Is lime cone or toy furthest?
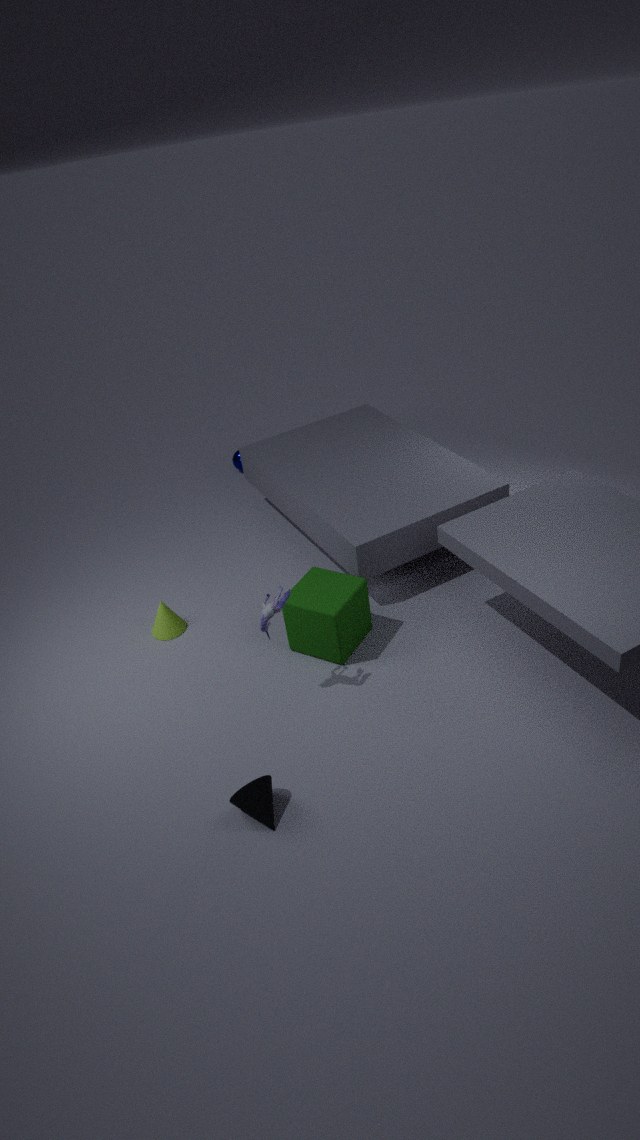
lime cone
